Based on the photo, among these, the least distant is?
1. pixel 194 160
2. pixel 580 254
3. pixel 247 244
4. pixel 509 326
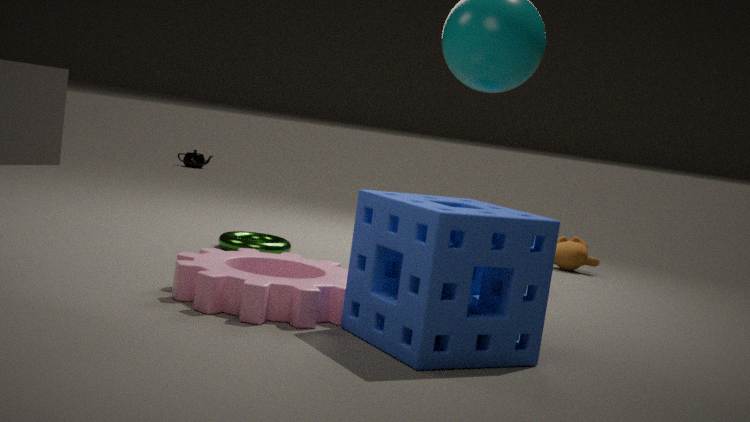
pixel 509 326
